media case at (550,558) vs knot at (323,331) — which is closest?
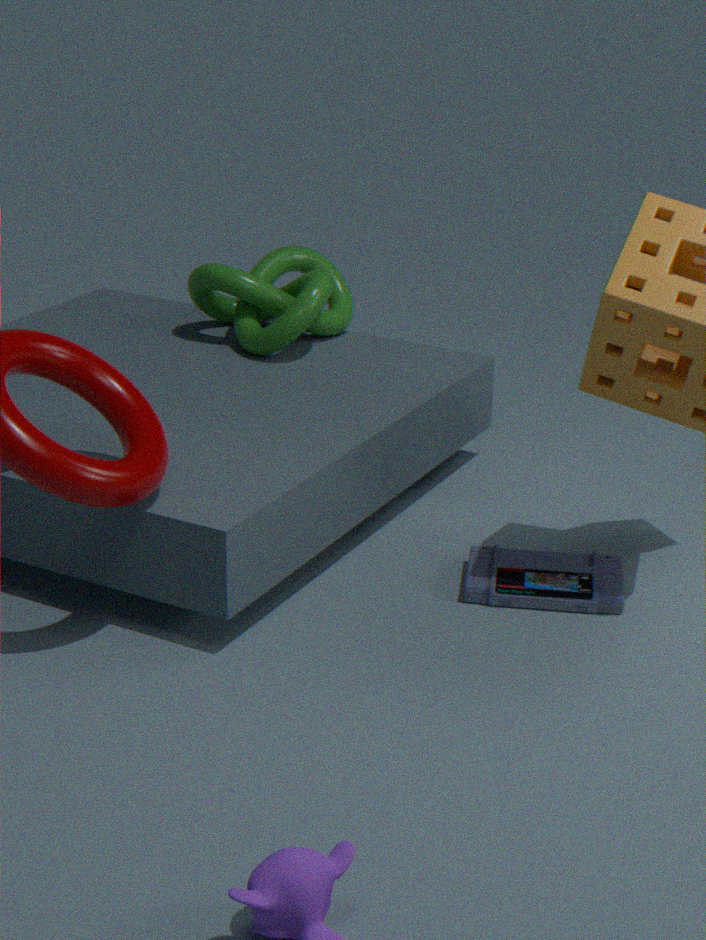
media case at (550,558)
